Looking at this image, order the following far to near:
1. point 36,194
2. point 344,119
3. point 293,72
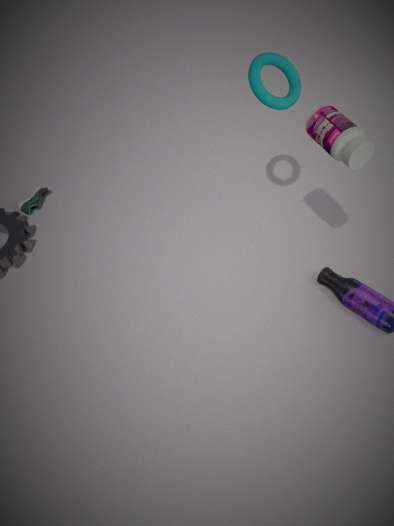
1. point 36,194
2. point 293,72
3. point 344,119
